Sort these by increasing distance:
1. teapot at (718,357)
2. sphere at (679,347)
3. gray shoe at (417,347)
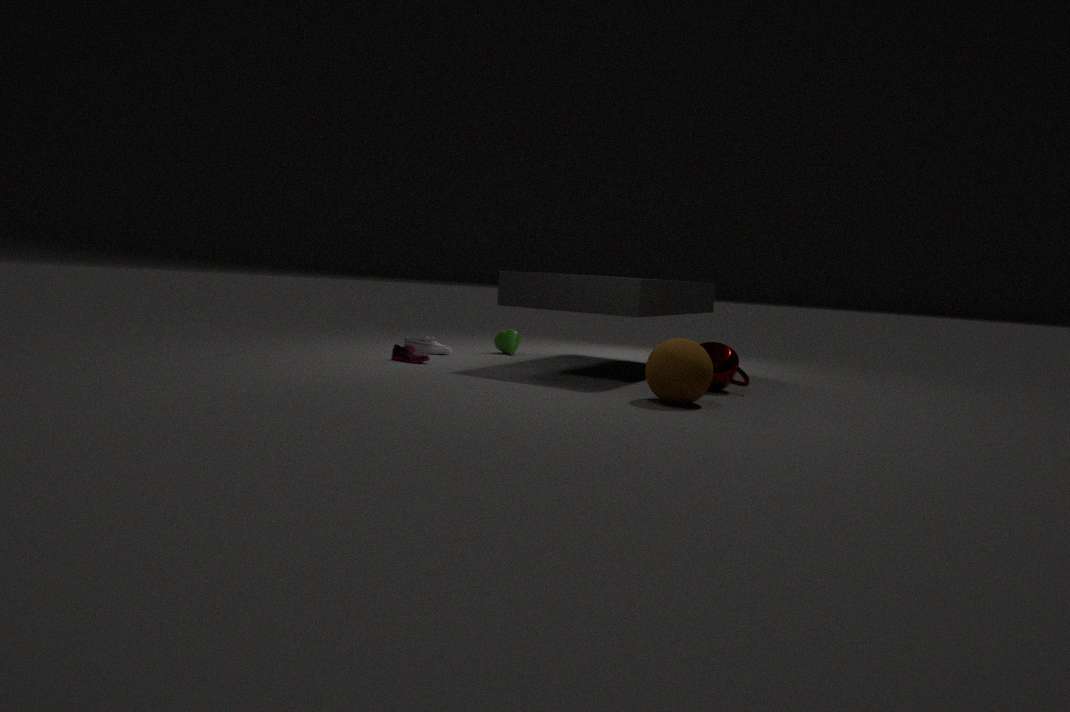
sphere at (679,347), teapot at (718,357), gray shoe at (417,347)
